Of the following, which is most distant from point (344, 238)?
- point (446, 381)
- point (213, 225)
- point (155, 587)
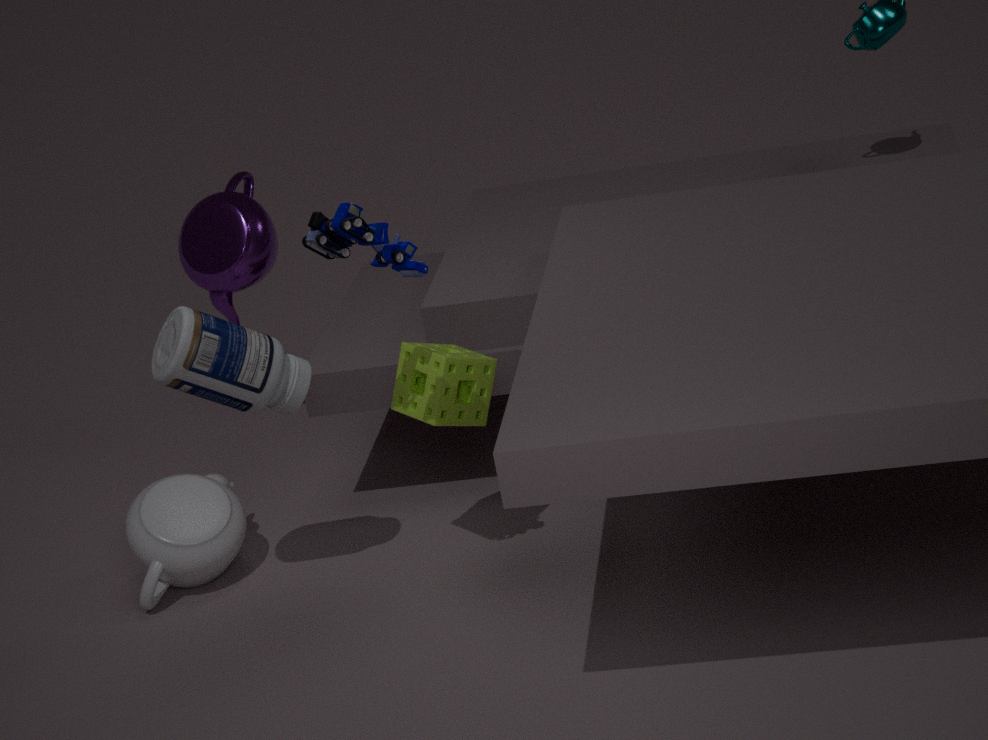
point (213, 225)
